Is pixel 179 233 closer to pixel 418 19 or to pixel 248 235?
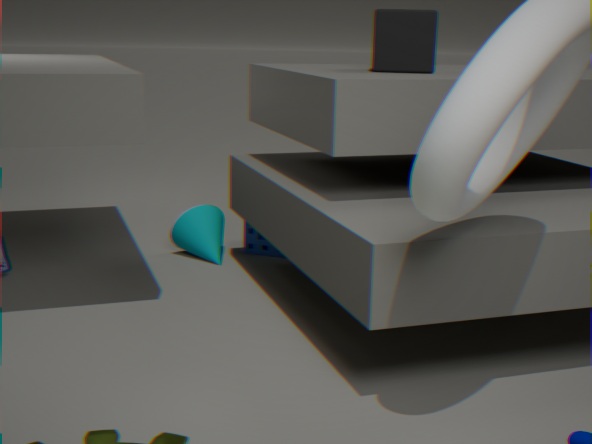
pixel 248 235
